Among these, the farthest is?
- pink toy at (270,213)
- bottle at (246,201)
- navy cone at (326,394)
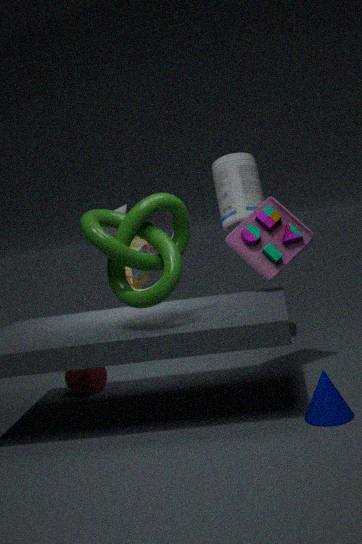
bottle at (246,201)
